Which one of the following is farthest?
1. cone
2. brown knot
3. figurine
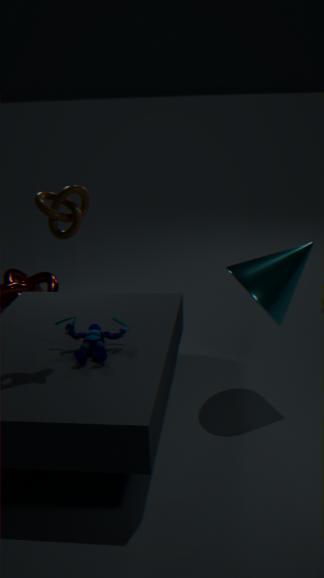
cone
